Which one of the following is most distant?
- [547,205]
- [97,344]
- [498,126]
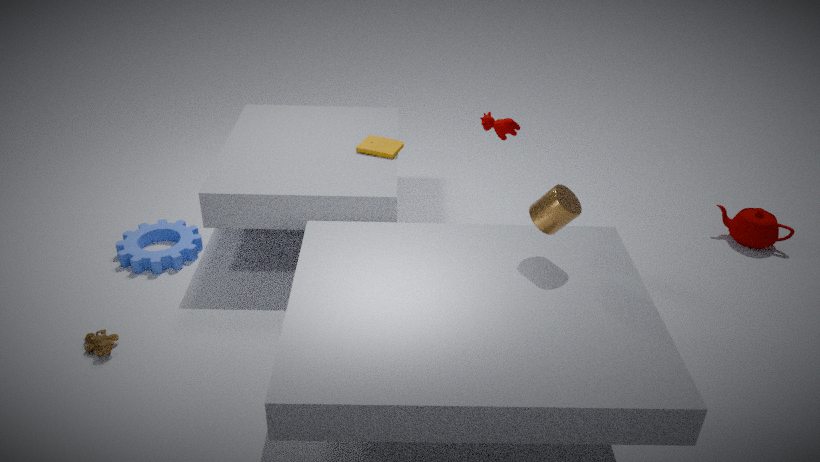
[498,126]
